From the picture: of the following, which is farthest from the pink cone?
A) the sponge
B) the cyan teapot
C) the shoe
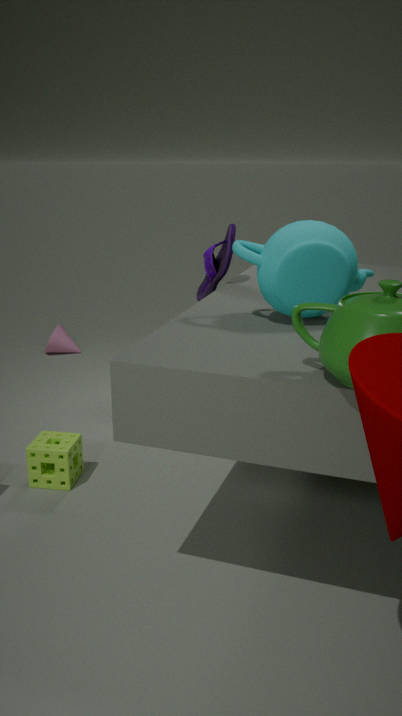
the cyan teapot
